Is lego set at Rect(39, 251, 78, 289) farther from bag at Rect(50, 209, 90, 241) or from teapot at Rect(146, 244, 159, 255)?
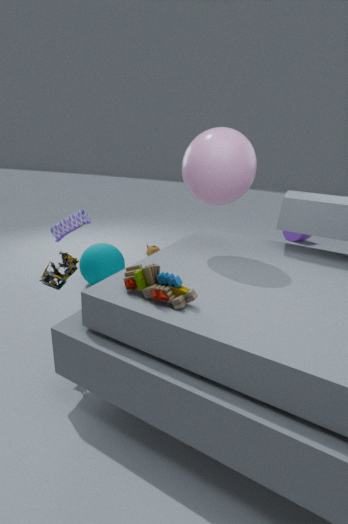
teapot at Rect(146, 244, 159, 255)
